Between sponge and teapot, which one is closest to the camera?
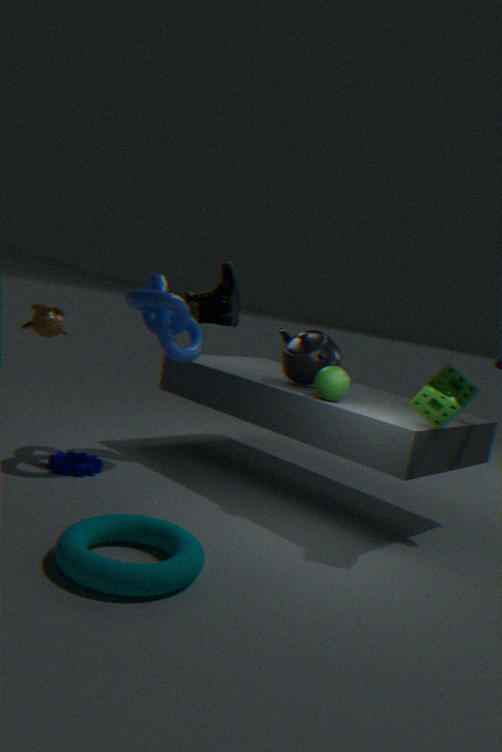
sponge
